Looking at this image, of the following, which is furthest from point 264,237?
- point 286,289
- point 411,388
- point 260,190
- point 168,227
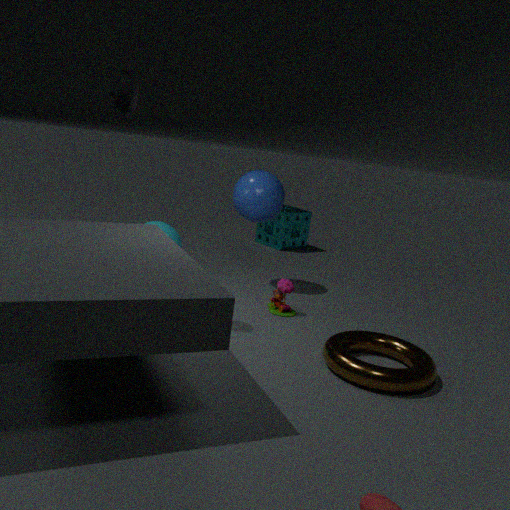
point 411,388
